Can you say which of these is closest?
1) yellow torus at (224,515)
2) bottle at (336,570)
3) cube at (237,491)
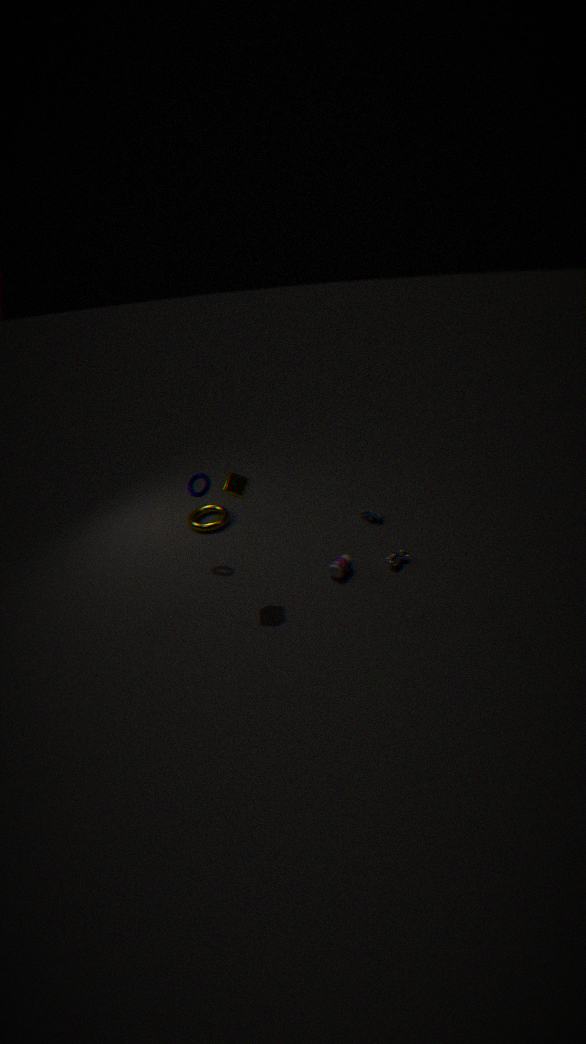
3. cube at (237,491)
